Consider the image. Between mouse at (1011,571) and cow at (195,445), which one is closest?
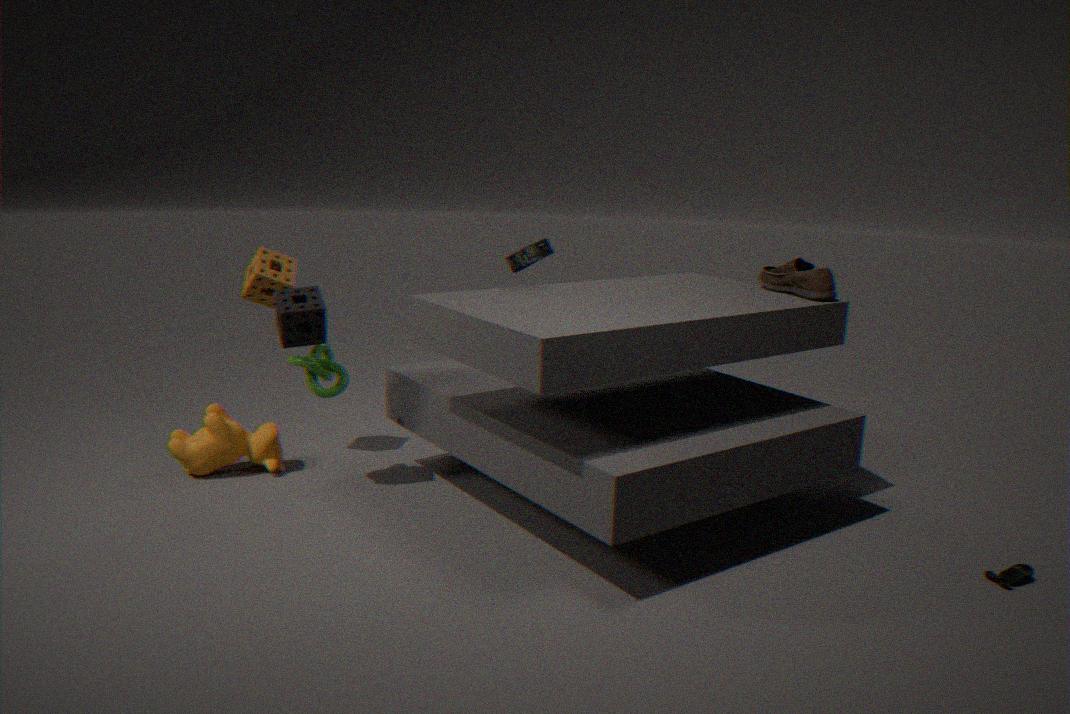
mouse at (1011,571)
